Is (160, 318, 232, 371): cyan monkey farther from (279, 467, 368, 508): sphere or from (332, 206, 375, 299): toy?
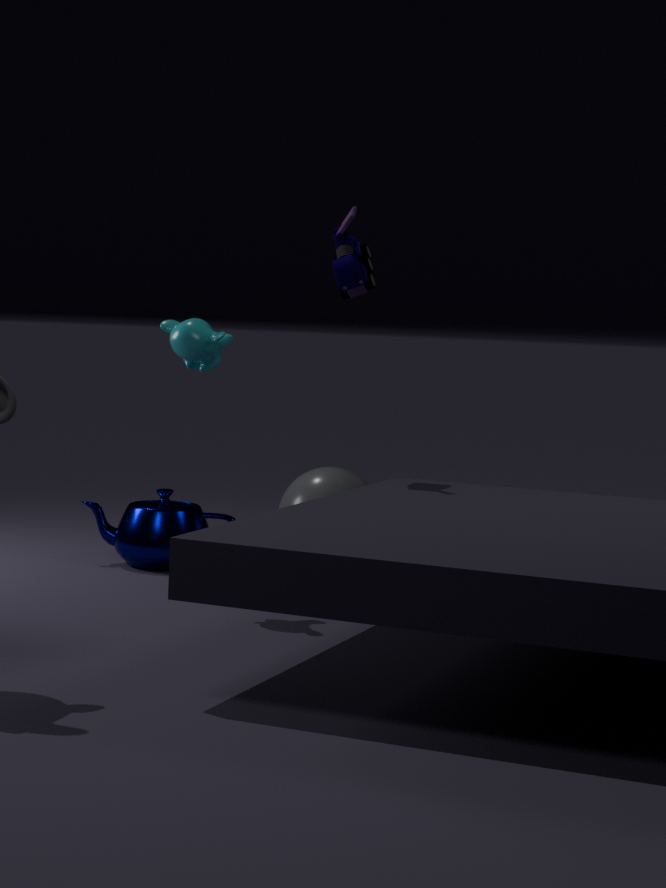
(279, 467, 368, 508): sphere
